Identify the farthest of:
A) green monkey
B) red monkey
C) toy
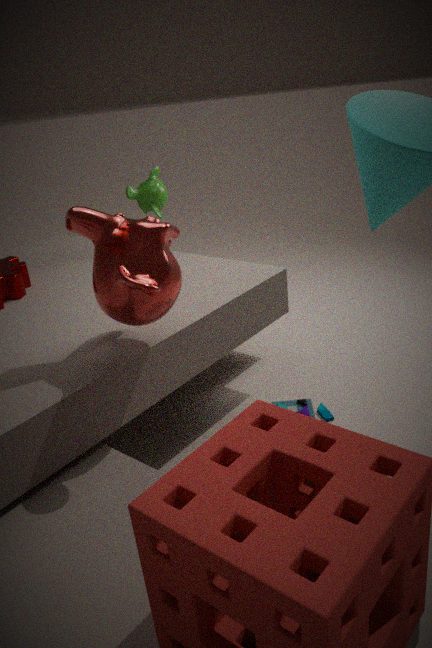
green monkey
